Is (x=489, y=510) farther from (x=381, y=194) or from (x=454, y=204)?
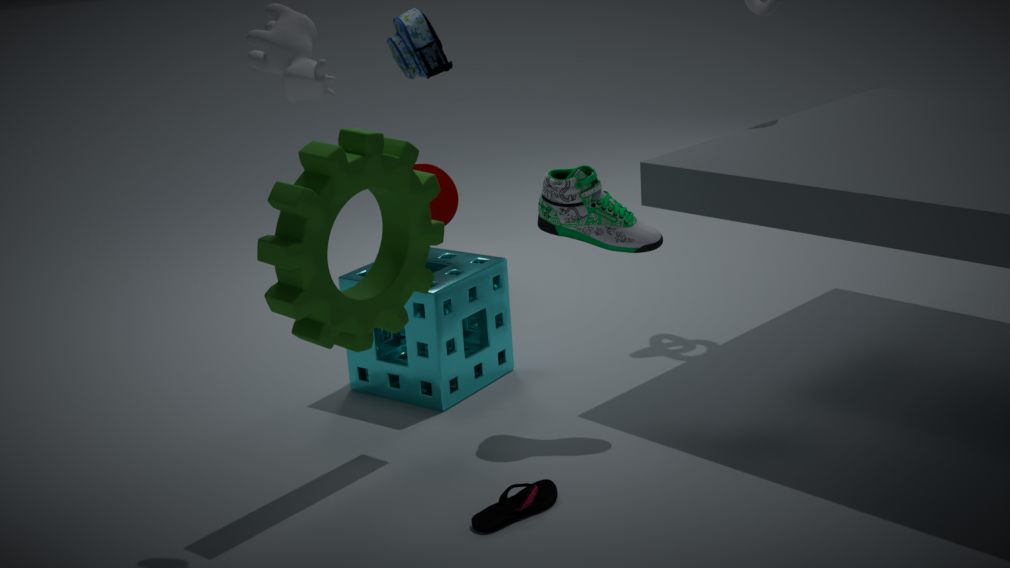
(x=454, y=204)
